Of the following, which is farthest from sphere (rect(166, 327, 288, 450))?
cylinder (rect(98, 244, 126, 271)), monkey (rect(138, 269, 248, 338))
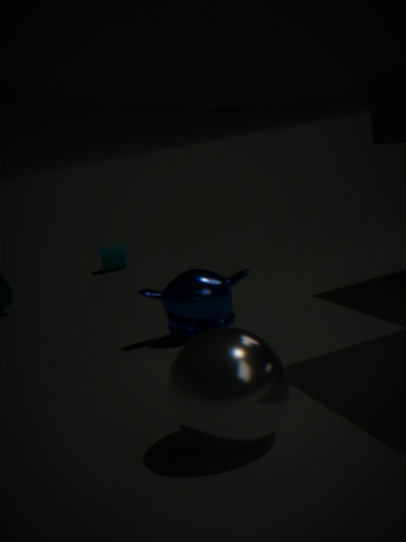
cylinder (rect(98, 244, 126, 271))
